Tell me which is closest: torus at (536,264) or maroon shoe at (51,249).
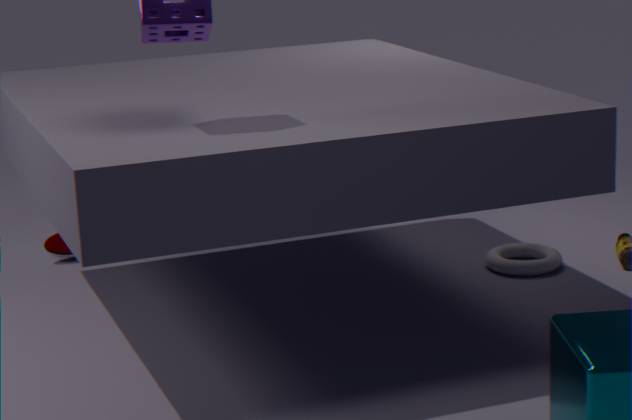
torus at (536,264)
